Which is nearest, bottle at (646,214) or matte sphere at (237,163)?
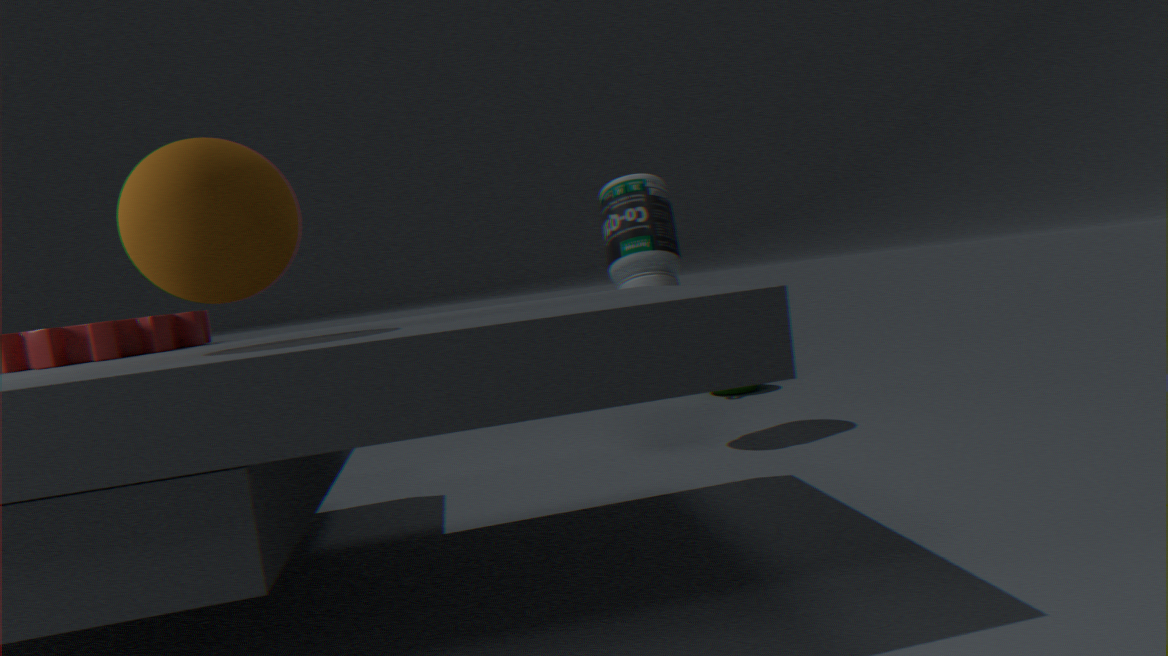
matte sphere at (237,163)
